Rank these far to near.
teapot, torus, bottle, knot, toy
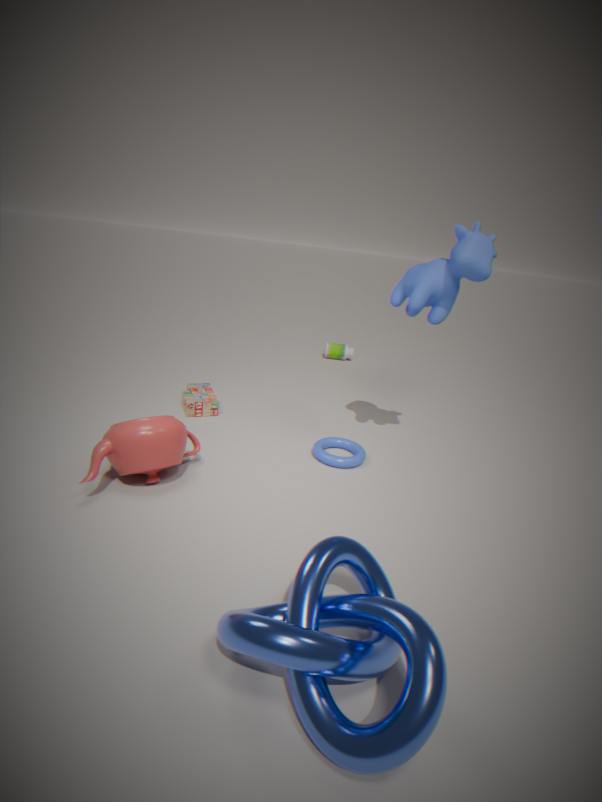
1. bottle
2. toy
3. torus
4. teapot
5. knot
